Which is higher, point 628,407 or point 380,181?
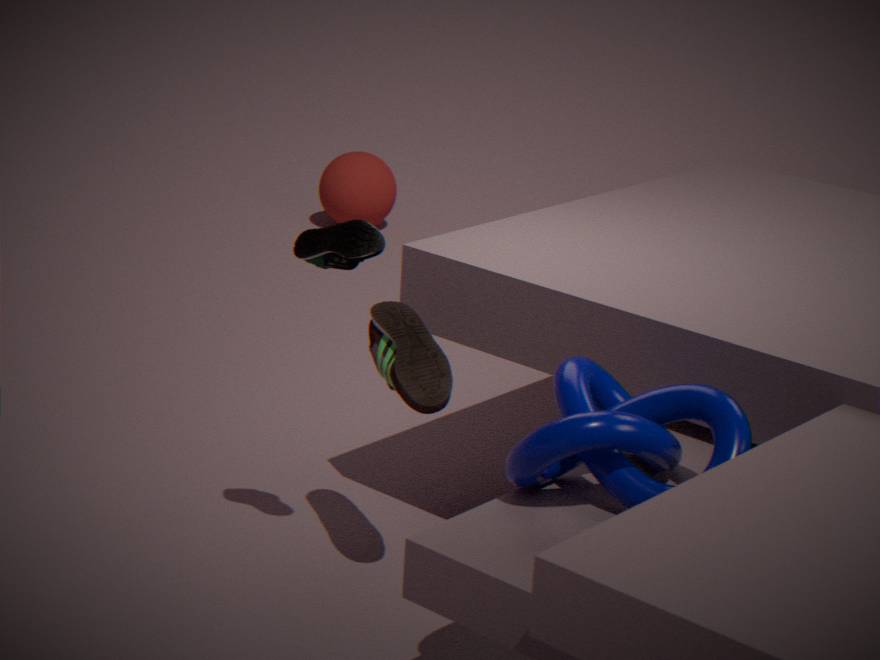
point 628,407
